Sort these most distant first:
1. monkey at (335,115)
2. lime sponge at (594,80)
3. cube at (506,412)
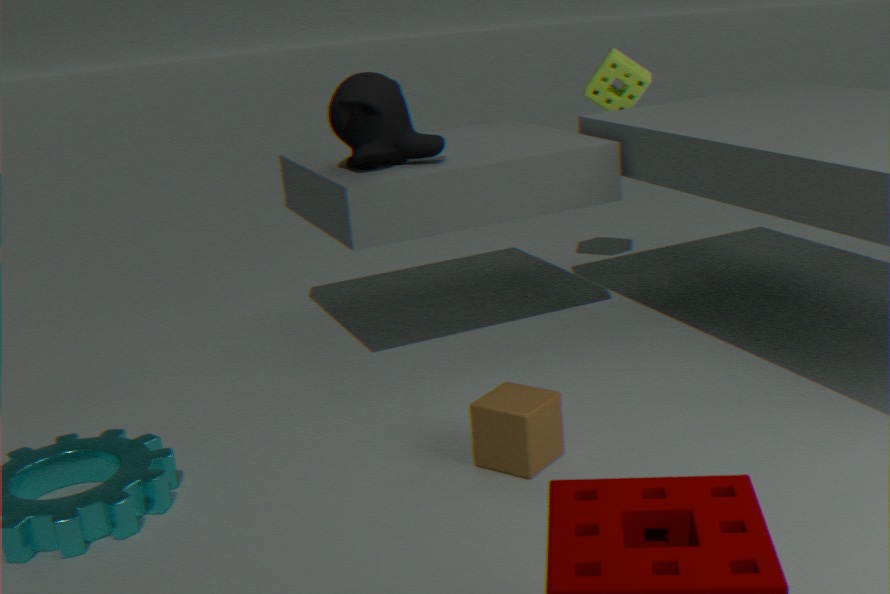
lime sponge at (594,80)
monkey at (335,115)
cube at (506,412)
